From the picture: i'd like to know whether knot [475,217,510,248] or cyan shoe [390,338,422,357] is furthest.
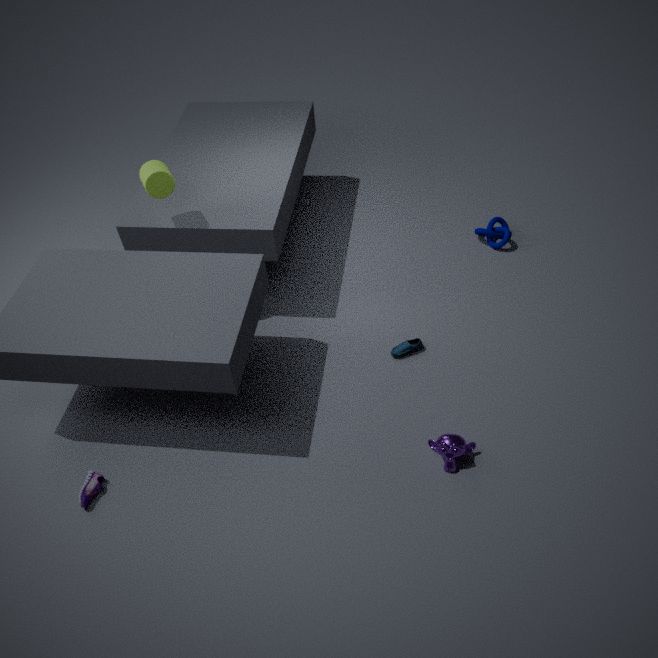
knot [475,217,510,248]
